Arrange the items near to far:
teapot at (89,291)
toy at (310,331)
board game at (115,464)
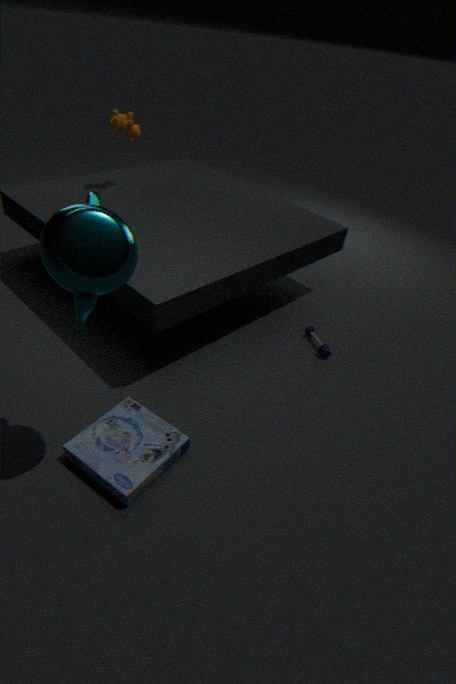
teapot at (89,291) < board game at (115,464) < toy at (310,331)
